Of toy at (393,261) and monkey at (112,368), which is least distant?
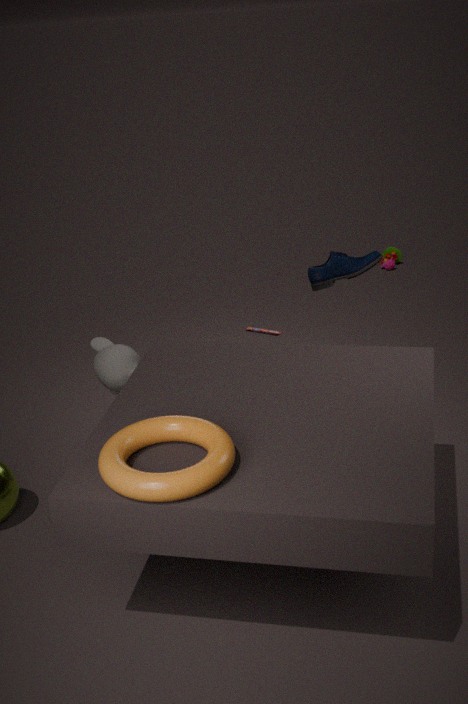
monkey at (112,368)
